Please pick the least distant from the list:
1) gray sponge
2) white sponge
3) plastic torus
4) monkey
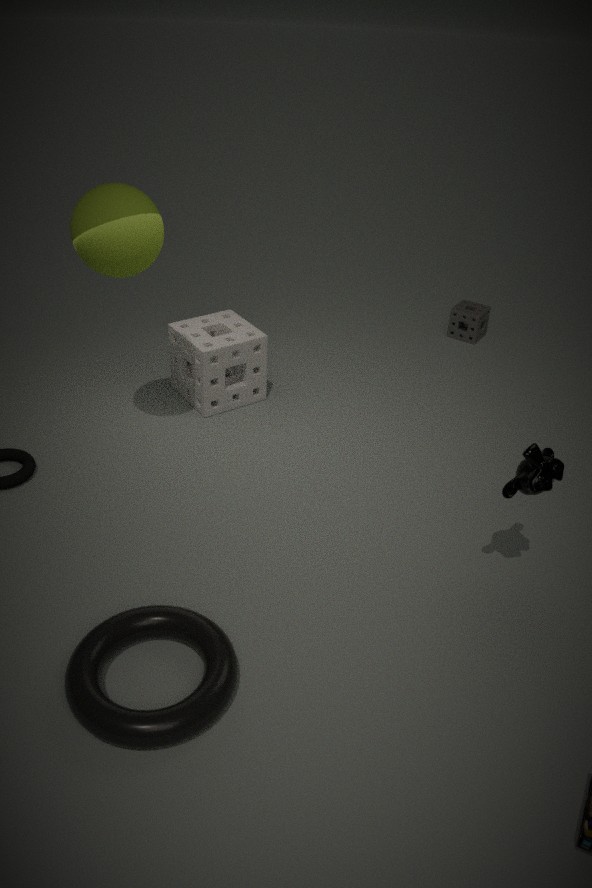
3. plastic torus
